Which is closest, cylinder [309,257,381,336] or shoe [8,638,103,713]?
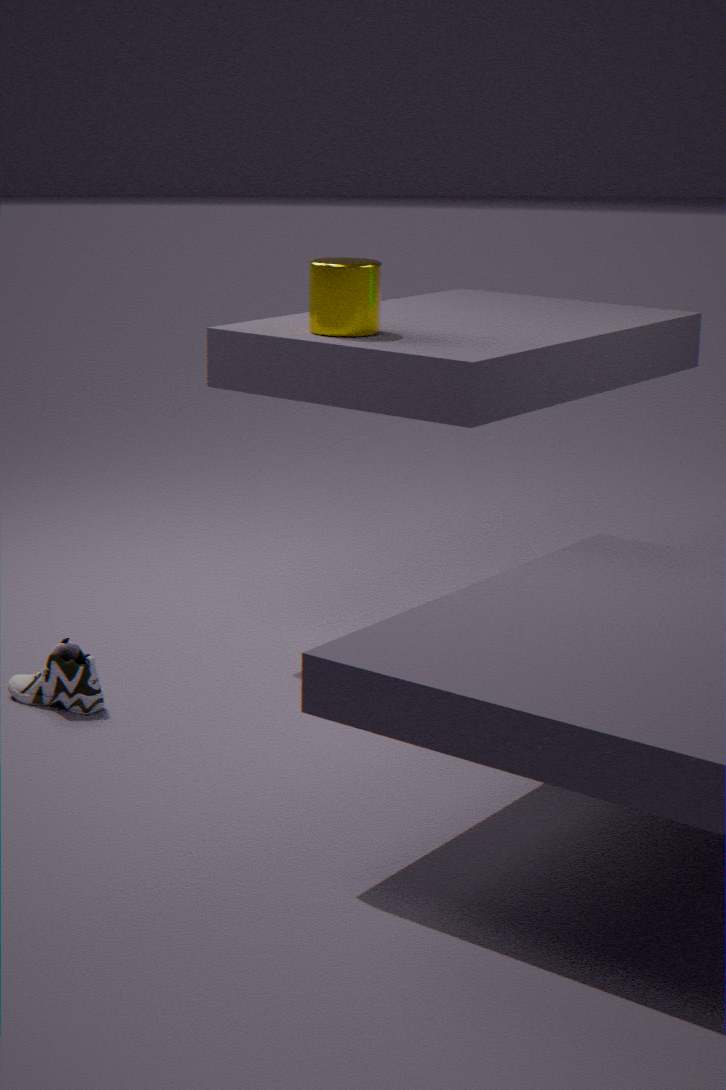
shoe [8,638,103,713]
